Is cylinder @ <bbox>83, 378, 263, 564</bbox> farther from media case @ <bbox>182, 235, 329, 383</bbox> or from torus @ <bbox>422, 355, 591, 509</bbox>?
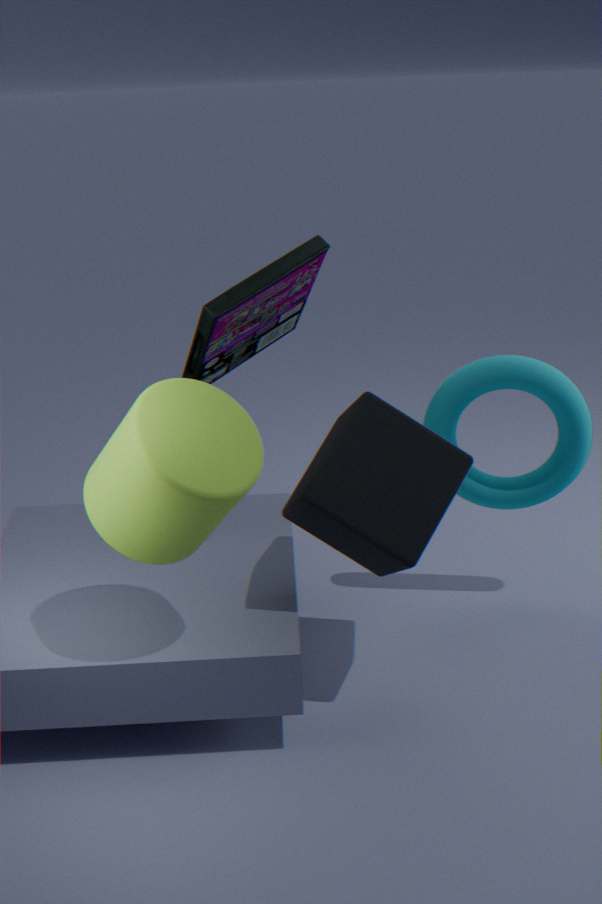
torus @ <bbox>422, 355, 591, 509</bbox>
